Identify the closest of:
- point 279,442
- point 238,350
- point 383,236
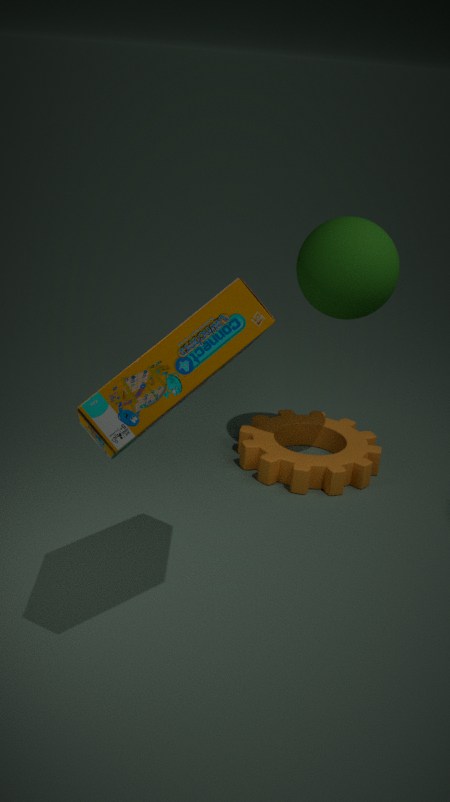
point 238,350
